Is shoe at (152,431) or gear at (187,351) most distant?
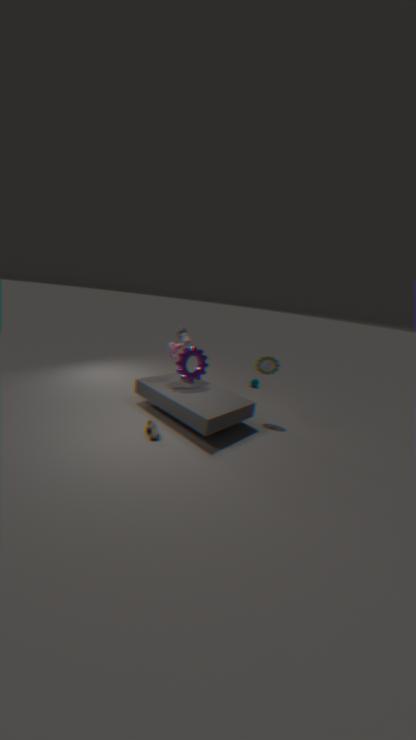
gear at (187,351)
